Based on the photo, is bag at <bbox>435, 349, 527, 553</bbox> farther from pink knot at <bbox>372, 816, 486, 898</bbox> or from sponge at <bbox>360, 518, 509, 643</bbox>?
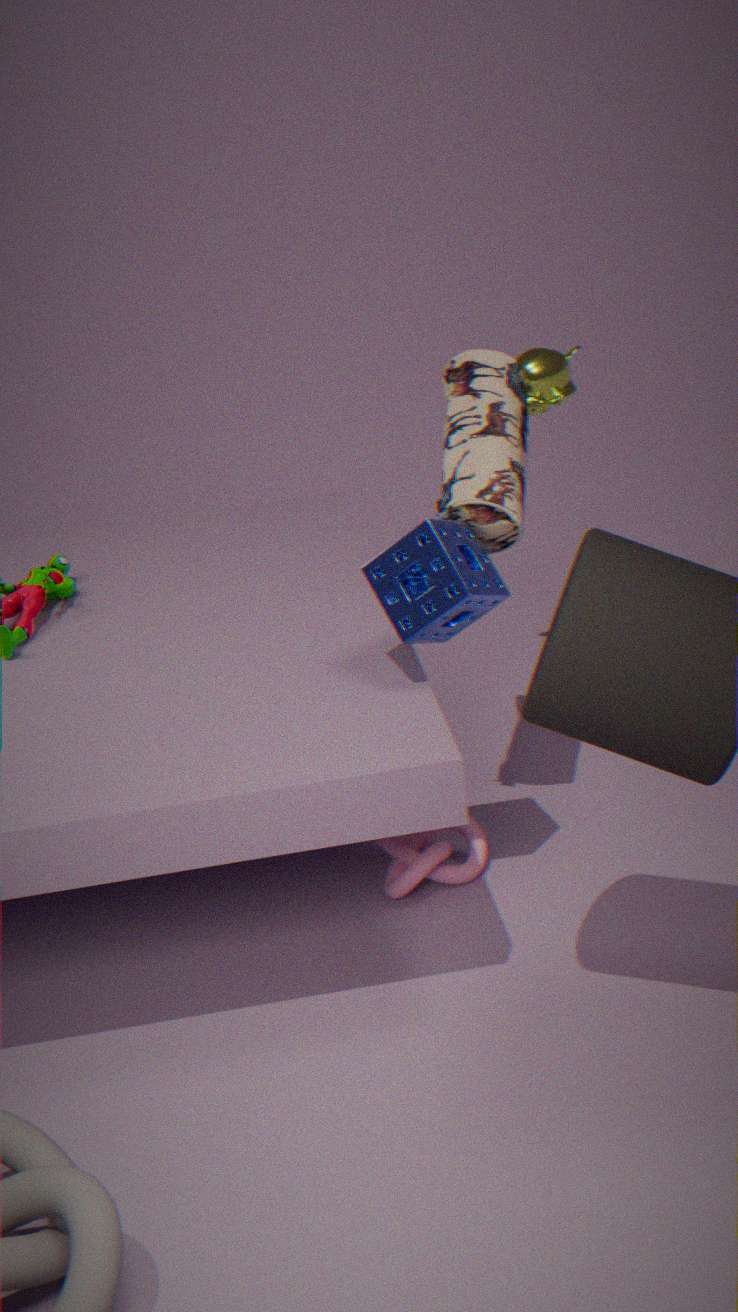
pink knot at <bbox>372, 816, 486, 898</bbox>
